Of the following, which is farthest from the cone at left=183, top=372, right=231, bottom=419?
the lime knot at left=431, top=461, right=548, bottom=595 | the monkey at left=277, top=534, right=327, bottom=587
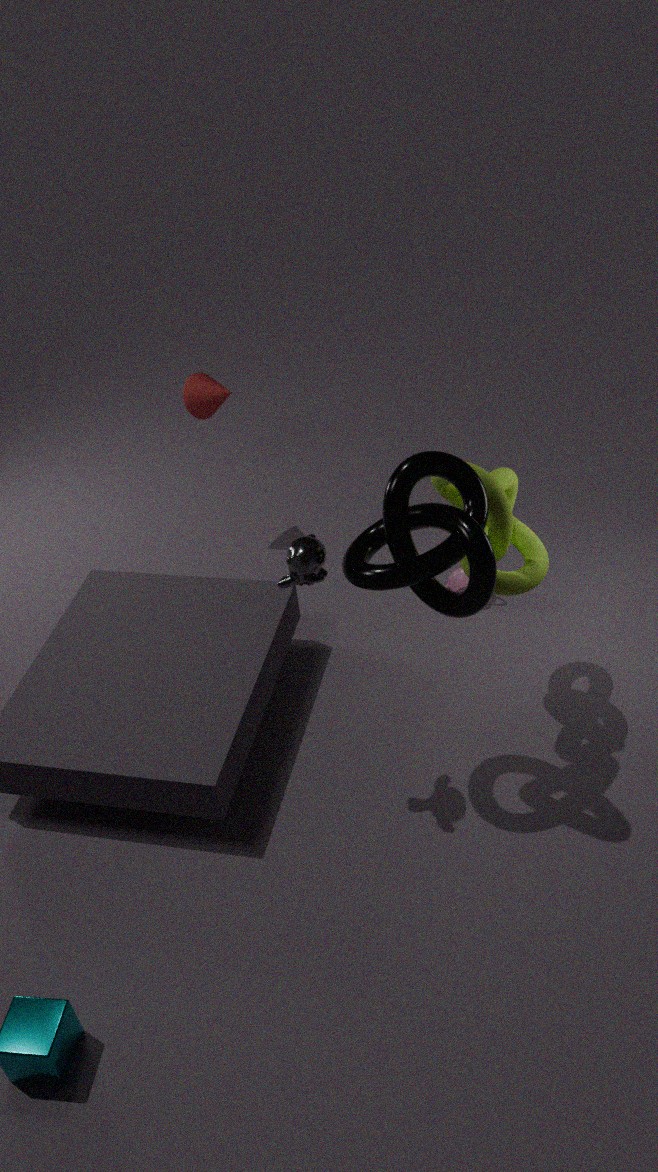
the monkey at left=277, top=534, right=327, bottom=587
